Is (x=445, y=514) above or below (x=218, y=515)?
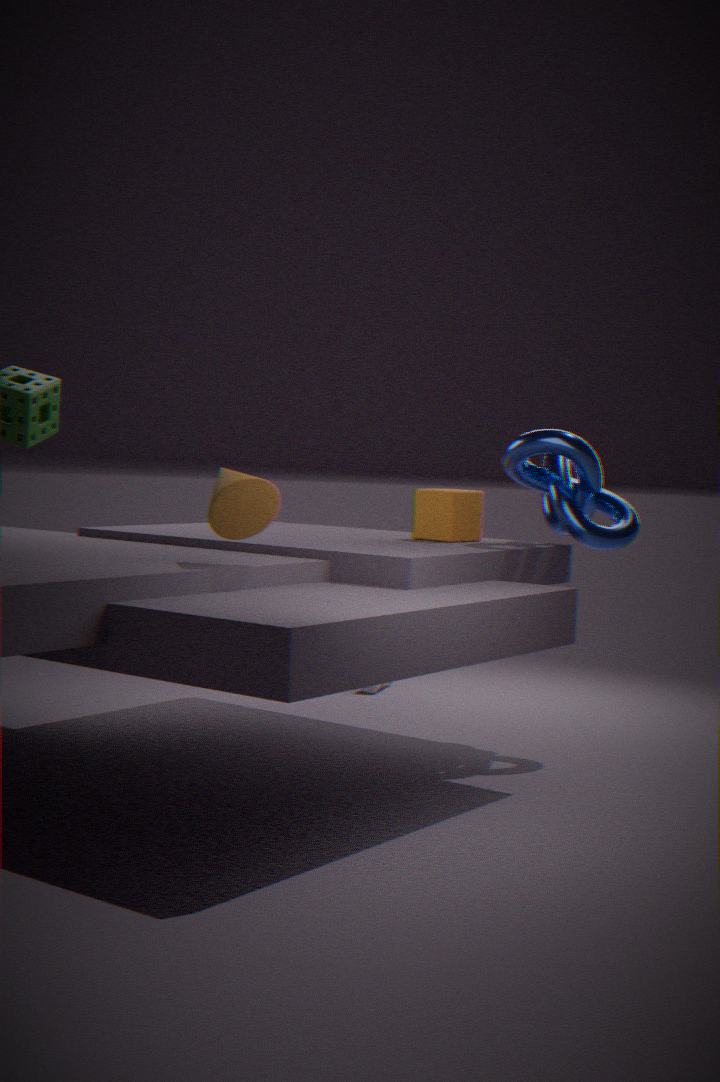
below
